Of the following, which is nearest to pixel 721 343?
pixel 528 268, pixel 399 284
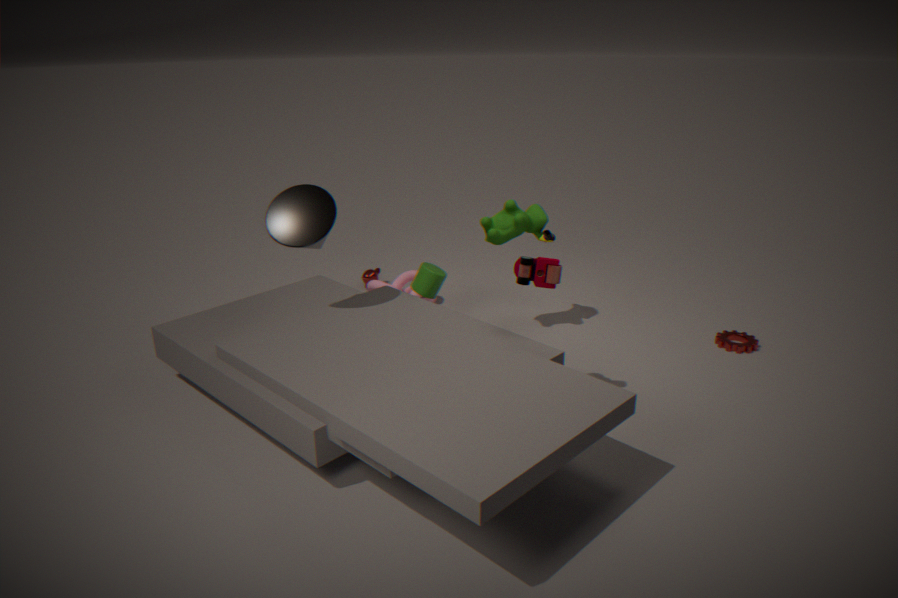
pixel 528 268
